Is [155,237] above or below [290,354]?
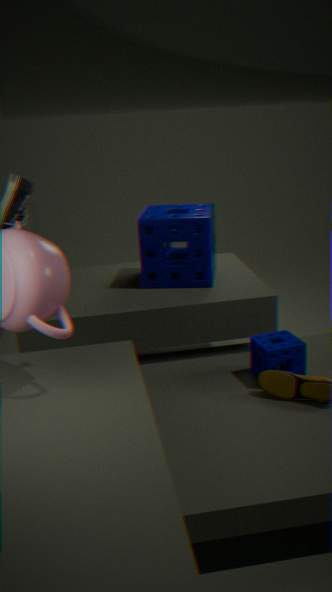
above
